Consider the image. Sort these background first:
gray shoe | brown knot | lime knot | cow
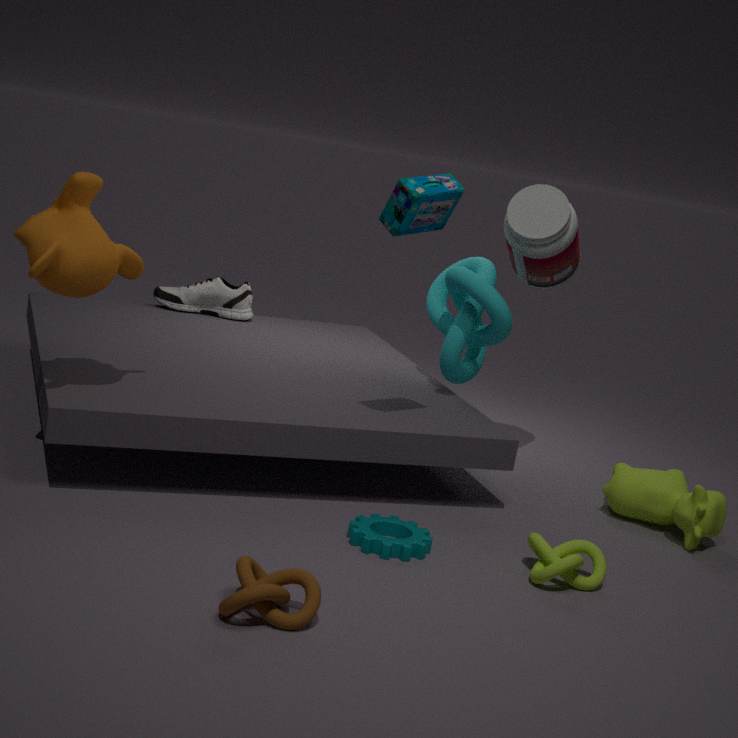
gray shoe, cow, lime knot, brown knot
